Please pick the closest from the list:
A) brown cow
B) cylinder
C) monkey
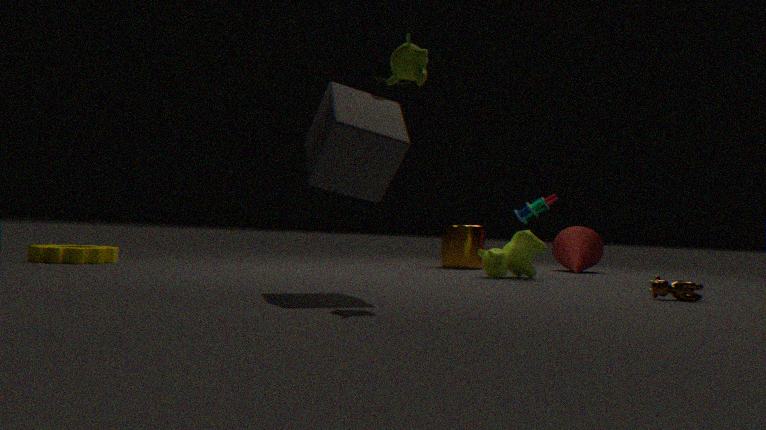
monkey
